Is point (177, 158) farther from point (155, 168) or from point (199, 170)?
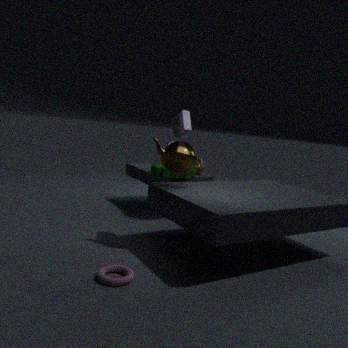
point (199, 170)
